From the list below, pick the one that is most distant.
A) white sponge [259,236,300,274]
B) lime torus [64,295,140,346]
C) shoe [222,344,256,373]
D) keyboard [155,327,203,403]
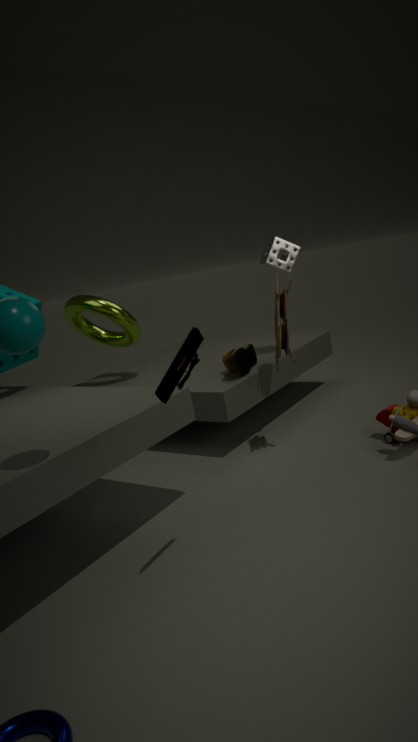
lime torus [64,295,140,346]
